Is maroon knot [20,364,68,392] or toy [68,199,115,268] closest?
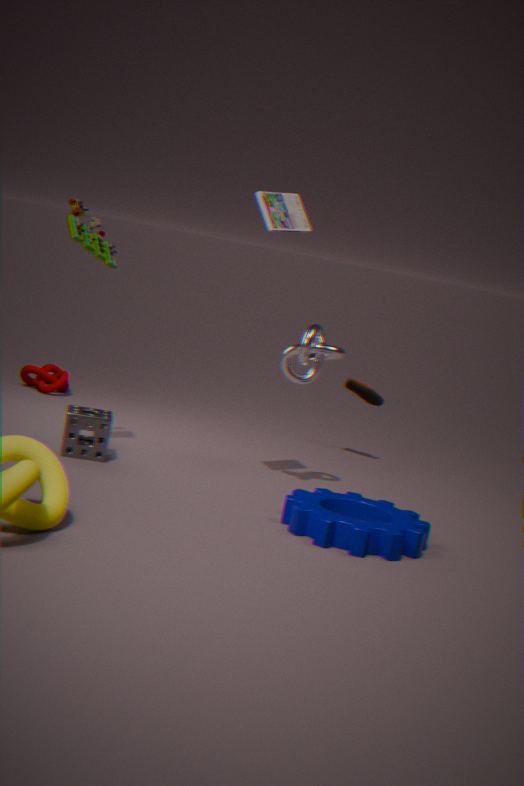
toy [68,199,115,268]
